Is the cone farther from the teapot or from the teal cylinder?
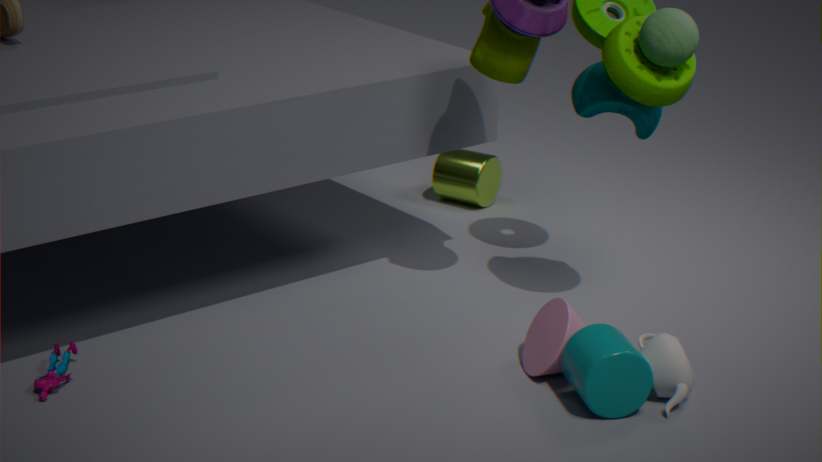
the teapot
